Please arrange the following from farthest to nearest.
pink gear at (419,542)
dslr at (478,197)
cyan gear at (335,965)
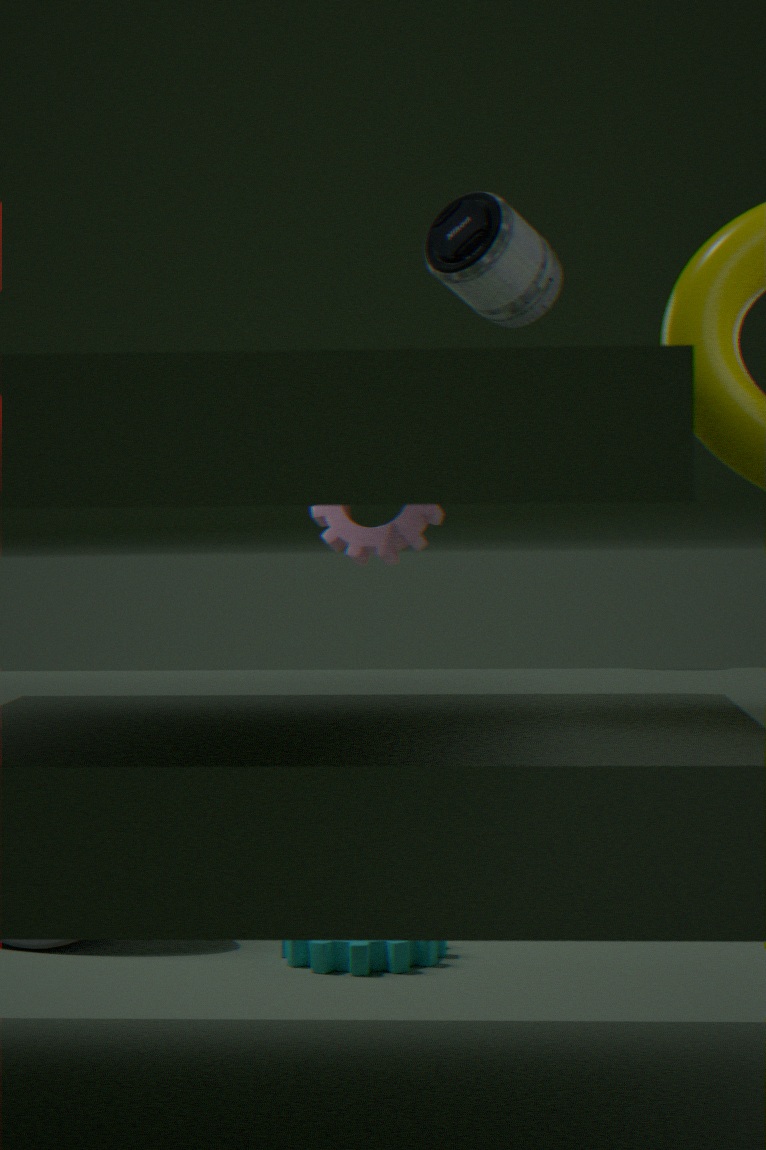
pink gear at (419,542) → cyan gear at (335,965) → dslr at (478,197)
